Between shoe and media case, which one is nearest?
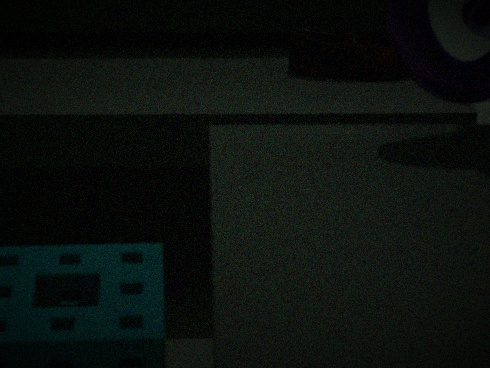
media case
